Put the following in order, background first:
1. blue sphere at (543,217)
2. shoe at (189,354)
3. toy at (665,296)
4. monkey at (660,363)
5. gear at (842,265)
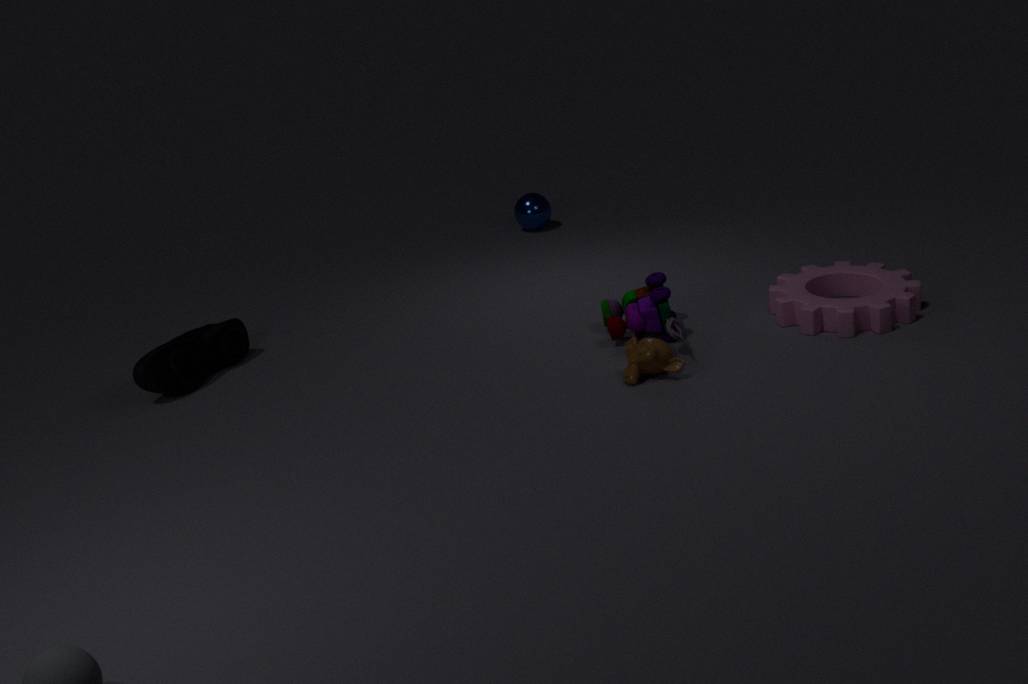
1. blue sphere at (543,217)
2. shoe at (189,354)
3. toy at (665,296)
4. gear at (842,265)
5. monkey at (660,363)
